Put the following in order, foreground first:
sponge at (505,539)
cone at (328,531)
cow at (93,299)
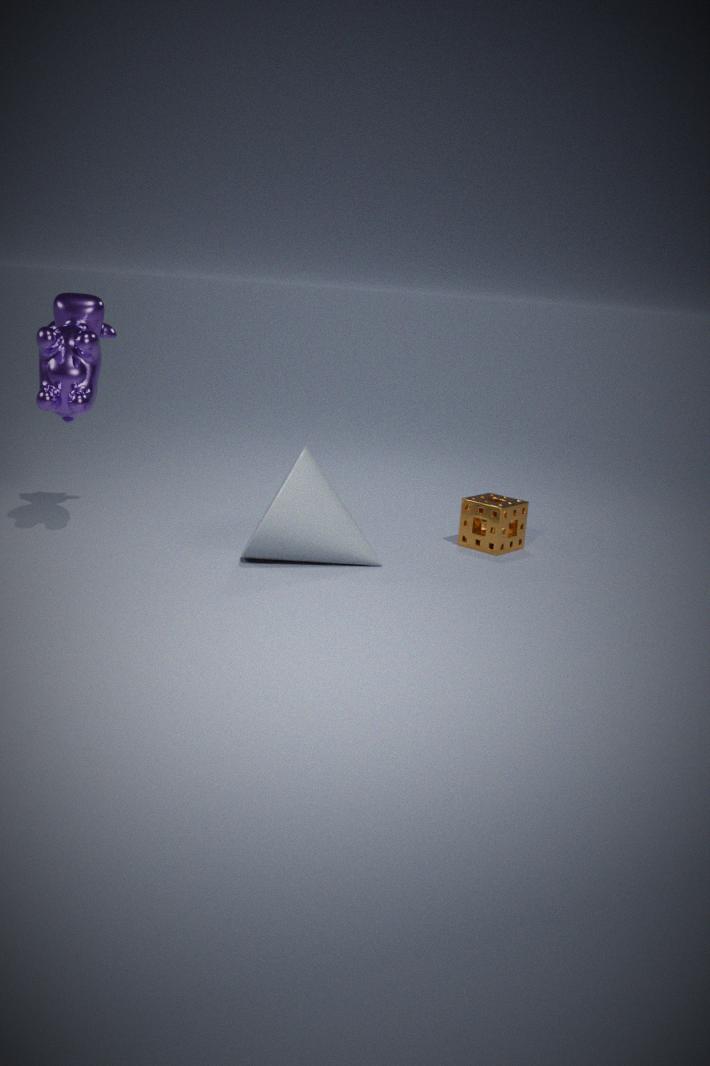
1. cone at (328,531)
2. cow at (93,299)
3. sponge at (505,539)
